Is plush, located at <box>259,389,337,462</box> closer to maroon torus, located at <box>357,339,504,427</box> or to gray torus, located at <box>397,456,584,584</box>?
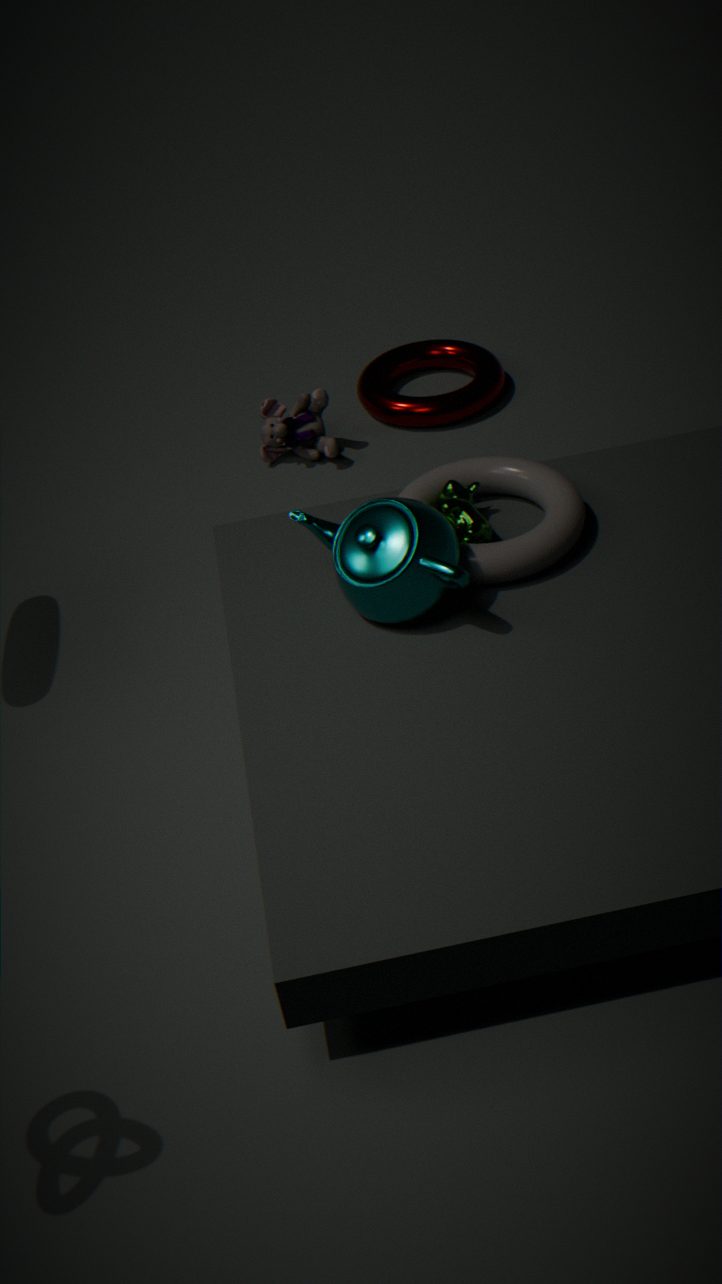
maroon torus, located at <box>357,339,504,427</box>
